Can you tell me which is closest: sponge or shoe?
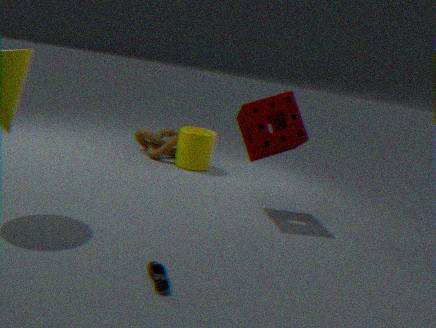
shoe
